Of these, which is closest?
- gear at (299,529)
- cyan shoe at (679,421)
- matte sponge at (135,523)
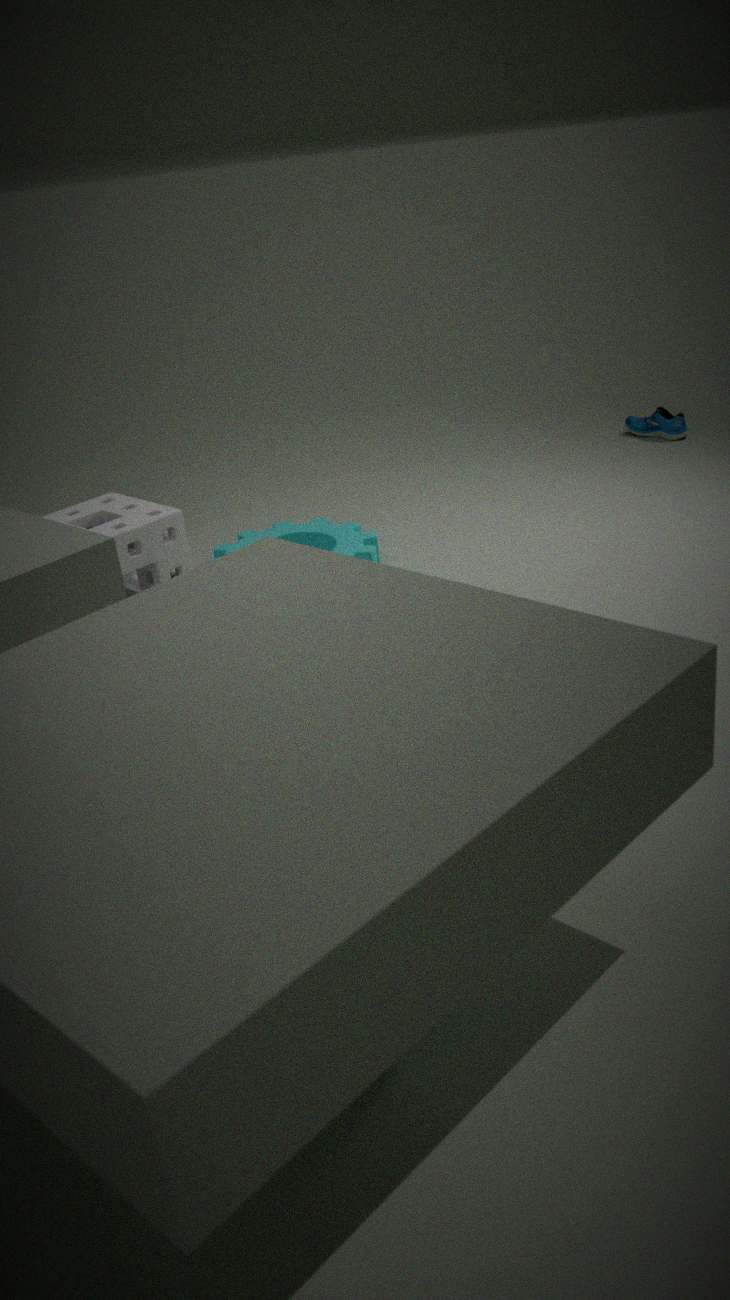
matte sponge at (135,523)
